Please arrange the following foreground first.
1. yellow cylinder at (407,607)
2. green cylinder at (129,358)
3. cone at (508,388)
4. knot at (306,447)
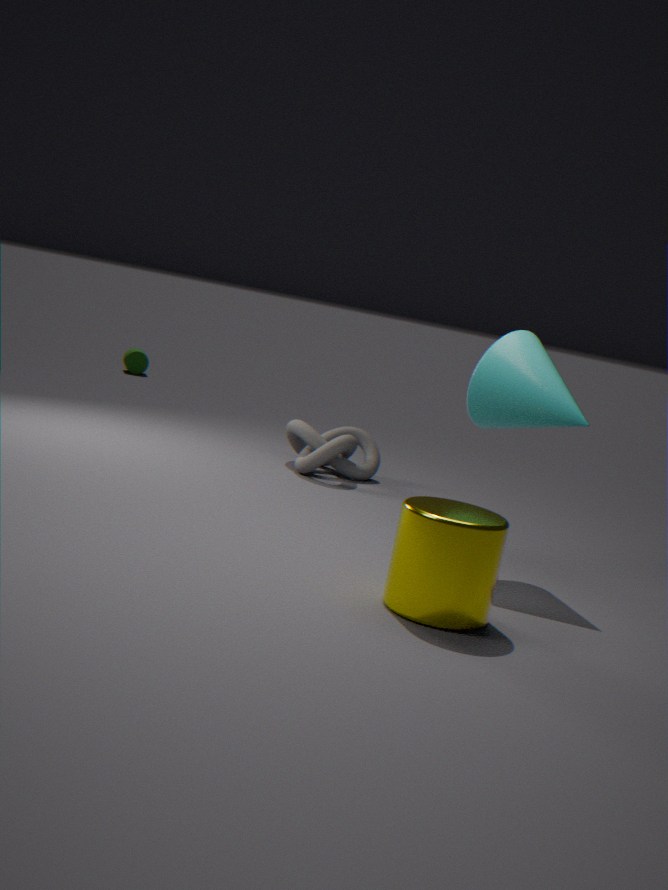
Answer: yellow cylinder at (407,607) < cone at (508,388) < knot at (306,447) < green cylinder at (129,358)
